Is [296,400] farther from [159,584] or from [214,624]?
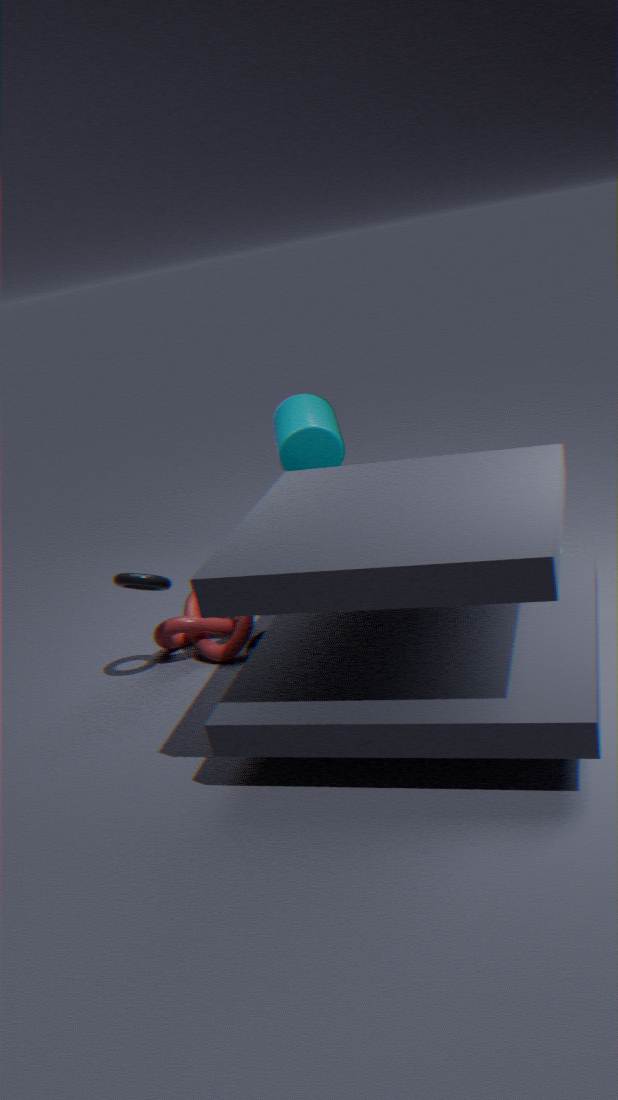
[159,584]
